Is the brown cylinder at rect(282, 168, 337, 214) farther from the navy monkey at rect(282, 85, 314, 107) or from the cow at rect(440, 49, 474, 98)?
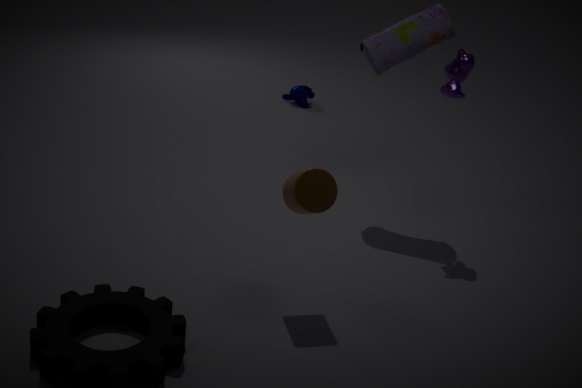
the navy monkey at rect(282, 85, 314, 107)
